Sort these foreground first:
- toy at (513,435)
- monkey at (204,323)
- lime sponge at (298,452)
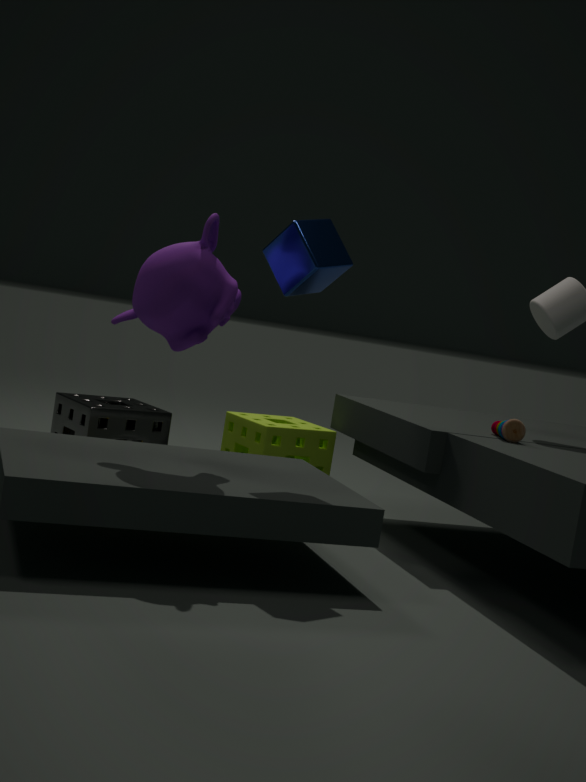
monkey at (204,323), toy at (513,435), lime sponge at (298,452)
